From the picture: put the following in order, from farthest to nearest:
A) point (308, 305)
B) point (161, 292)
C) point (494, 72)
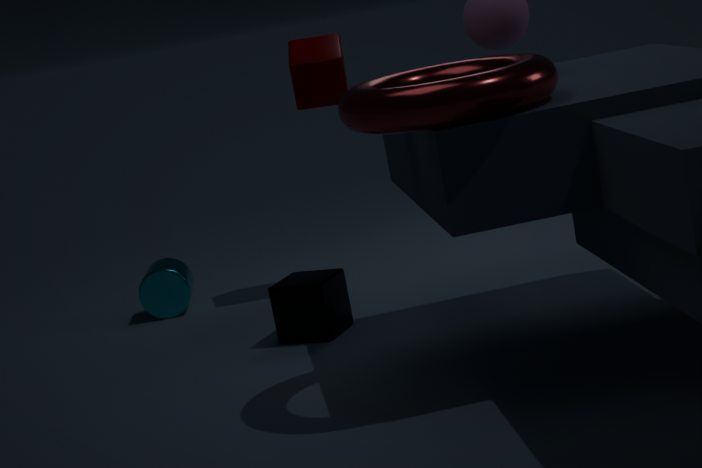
point (161, 292)
point (308, 305)
point (494, 72)
